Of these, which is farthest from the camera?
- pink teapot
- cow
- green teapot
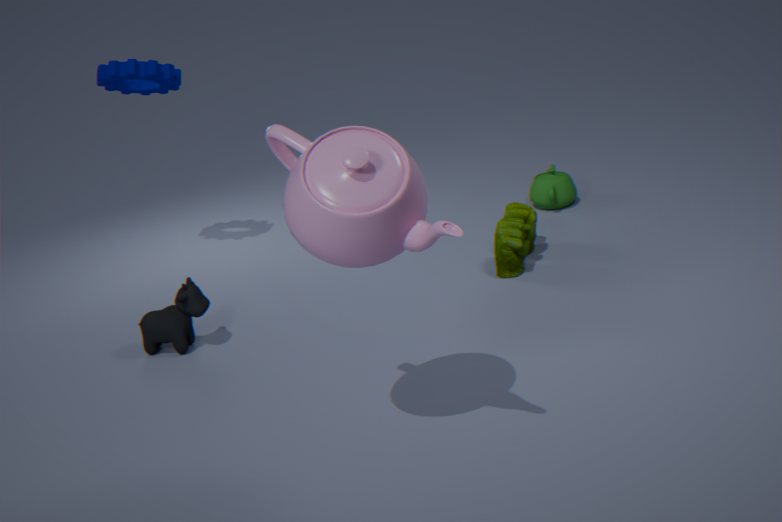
green teapot
